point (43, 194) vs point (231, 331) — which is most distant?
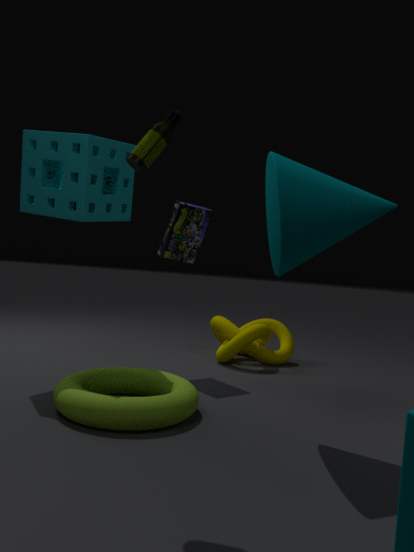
point (231, 331)
